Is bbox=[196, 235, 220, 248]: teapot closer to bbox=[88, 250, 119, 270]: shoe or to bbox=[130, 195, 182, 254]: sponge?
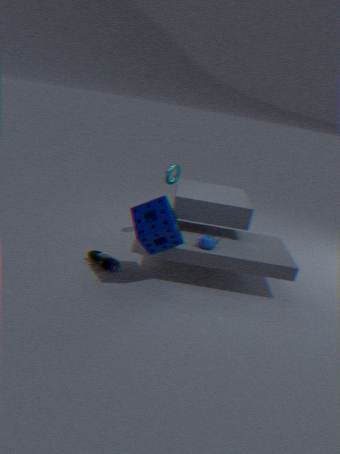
bbox=[130, 195, 182, 254]: sponge
